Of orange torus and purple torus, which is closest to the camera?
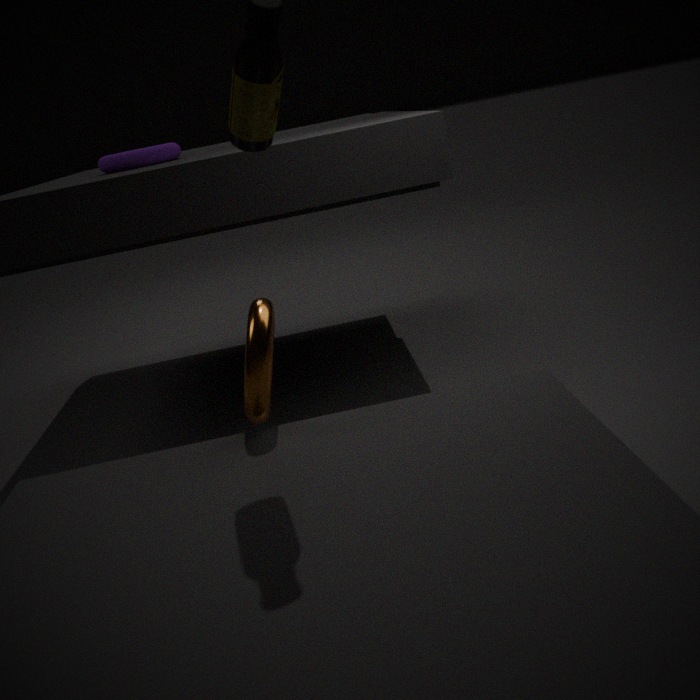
orange torus
